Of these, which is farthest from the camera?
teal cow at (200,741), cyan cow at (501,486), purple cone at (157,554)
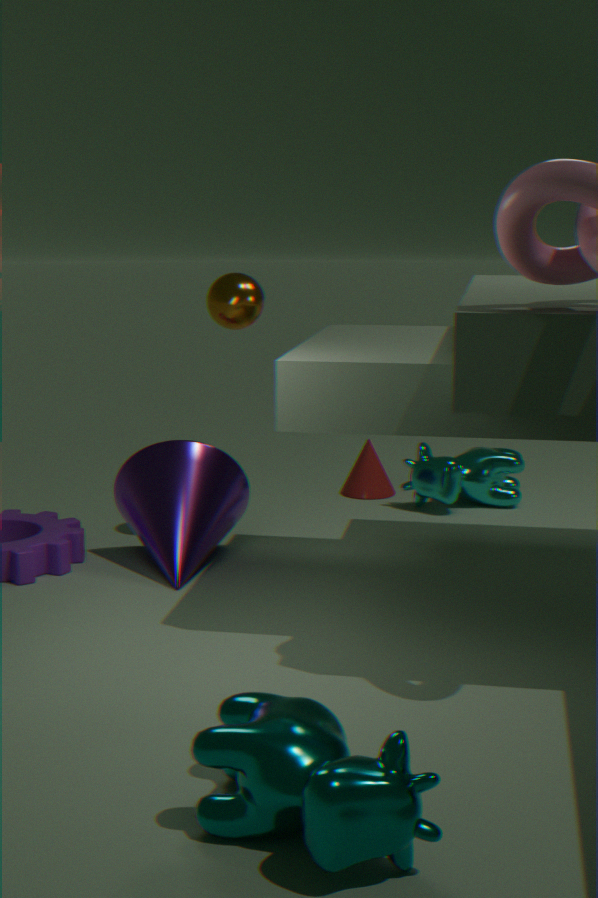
cyan cow at (501,486)
